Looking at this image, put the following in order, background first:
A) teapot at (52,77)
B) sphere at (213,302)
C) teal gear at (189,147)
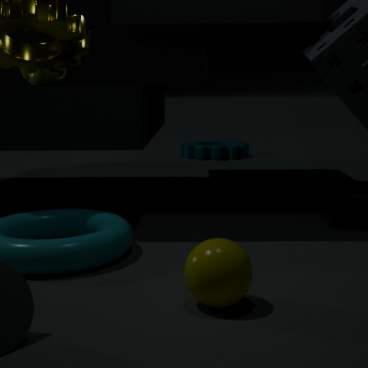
teal gear at (189,147)
teapot at (52,77)
sphere at (213,302)
